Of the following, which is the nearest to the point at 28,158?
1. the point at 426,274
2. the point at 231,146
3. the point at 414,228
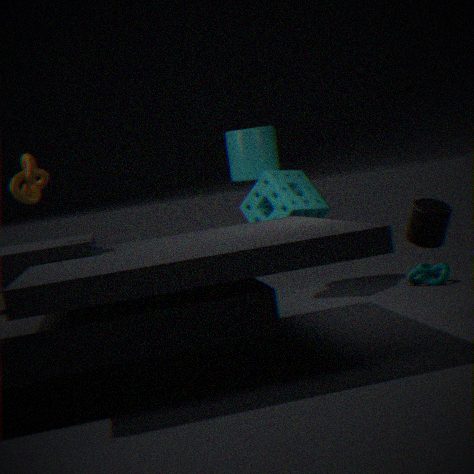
the point at 231,146
